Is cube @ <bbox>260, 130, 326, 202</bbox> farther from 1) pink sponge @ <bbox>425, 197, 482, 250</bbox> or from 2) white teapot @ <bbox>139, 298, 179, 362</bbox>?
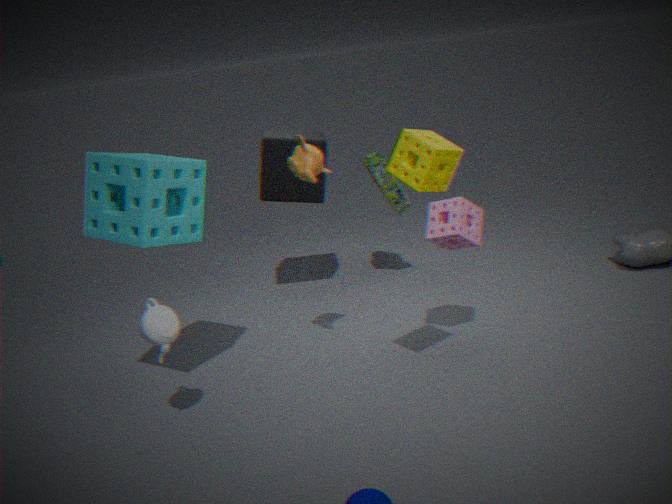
2) white teapot @ <bbox>139, 298, 179, 362</bbox>
